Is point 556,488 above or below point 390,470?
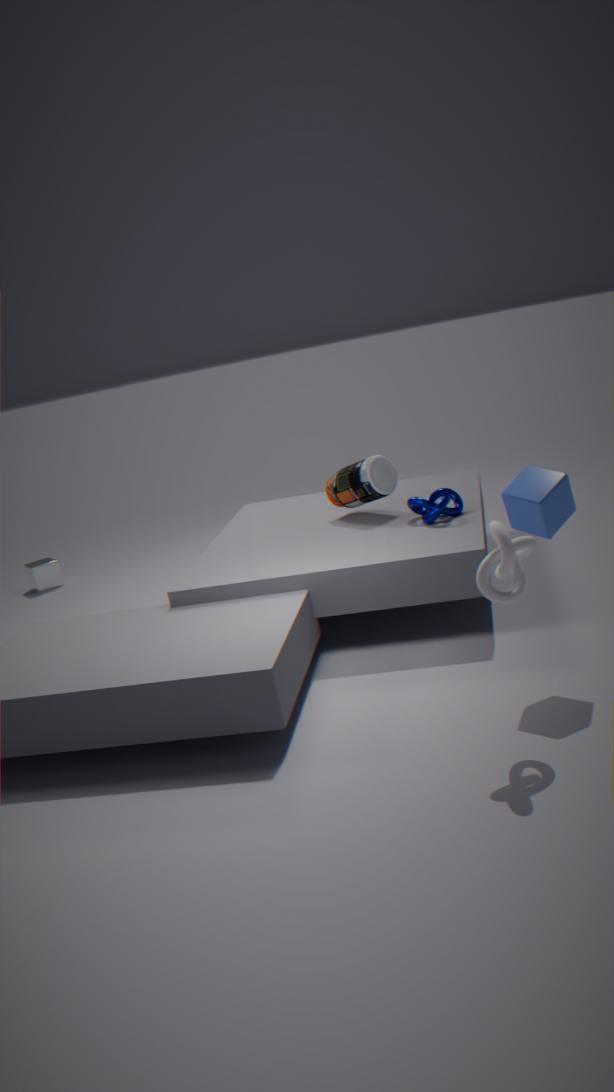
above
